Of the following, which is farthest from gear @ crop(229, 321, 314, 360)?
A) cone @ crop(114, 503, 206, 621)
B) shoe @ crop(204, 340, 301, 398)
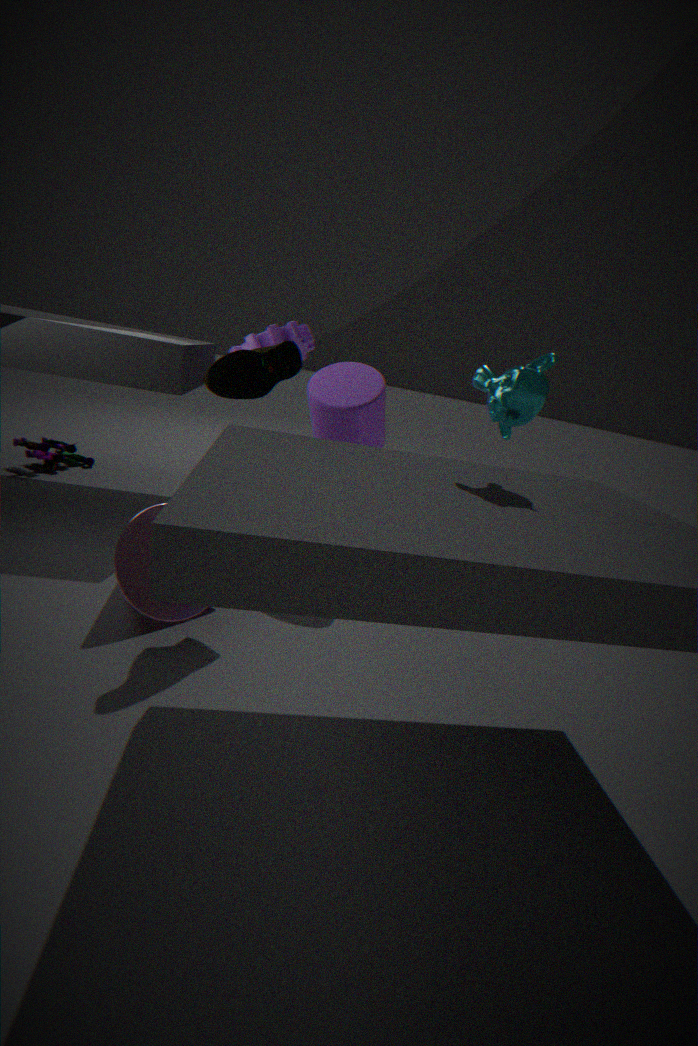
cone @ crop(114, 503, 206, 621)
